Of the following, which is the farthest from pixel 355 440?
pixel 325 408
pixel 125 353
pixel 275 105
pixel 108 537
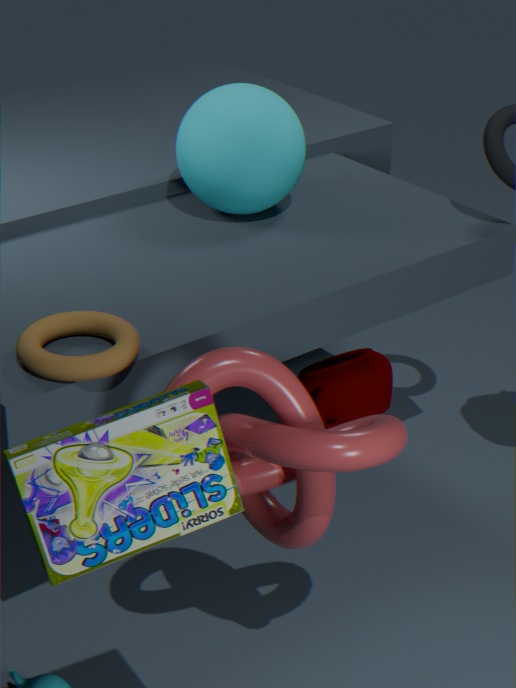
pixel 325 408
